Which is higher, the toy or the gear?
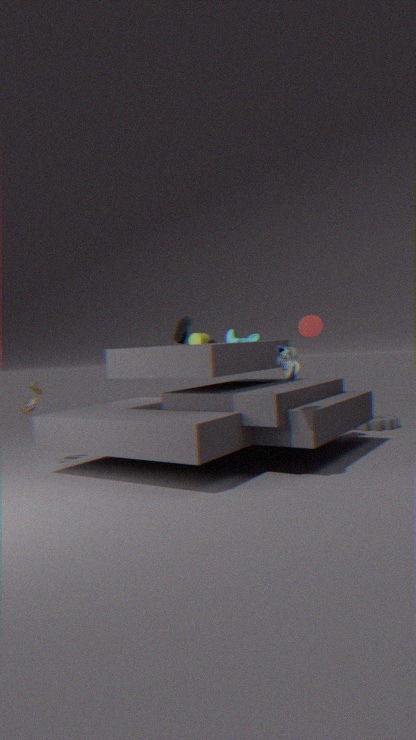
the toy
